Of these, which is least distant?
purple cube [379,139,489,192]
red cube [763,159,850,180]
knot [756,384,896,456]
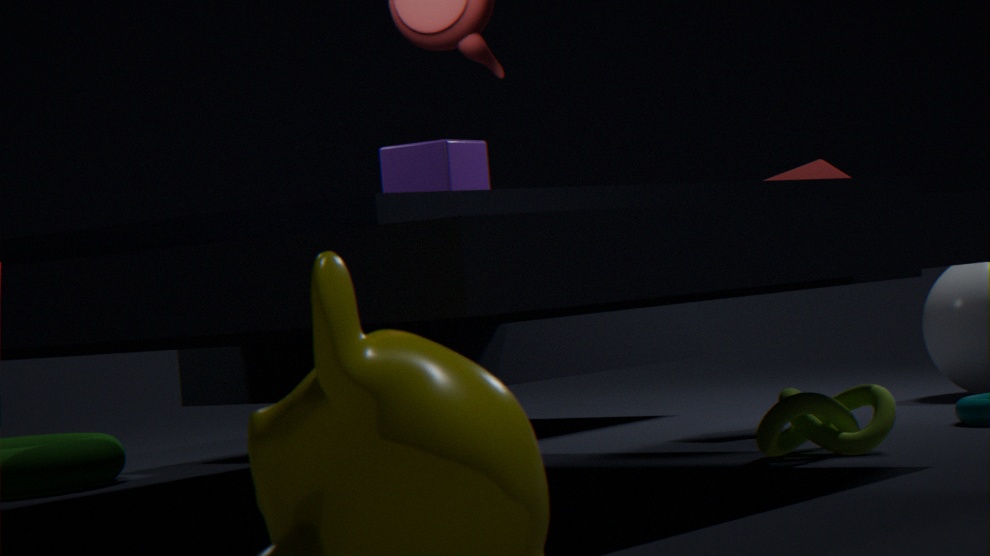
knot [756,384,896,456]
